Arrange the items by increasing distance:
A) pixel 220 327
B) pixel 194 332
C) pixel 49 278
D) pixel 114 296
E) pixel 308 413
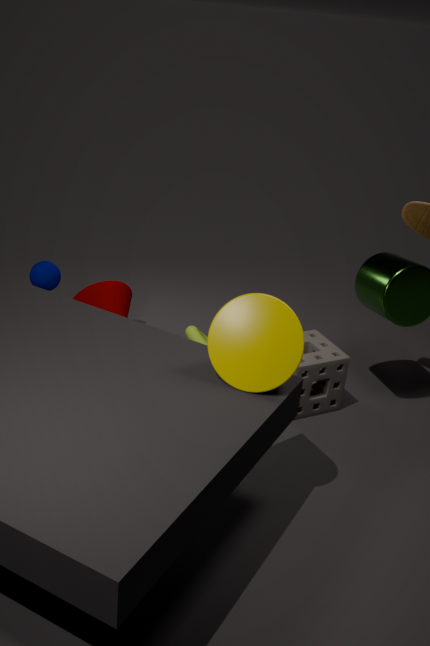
Answer: pixel 220 327 → pixel 49 278 → pixel 308 413 → pixel 194 332 → pixel 114 296
